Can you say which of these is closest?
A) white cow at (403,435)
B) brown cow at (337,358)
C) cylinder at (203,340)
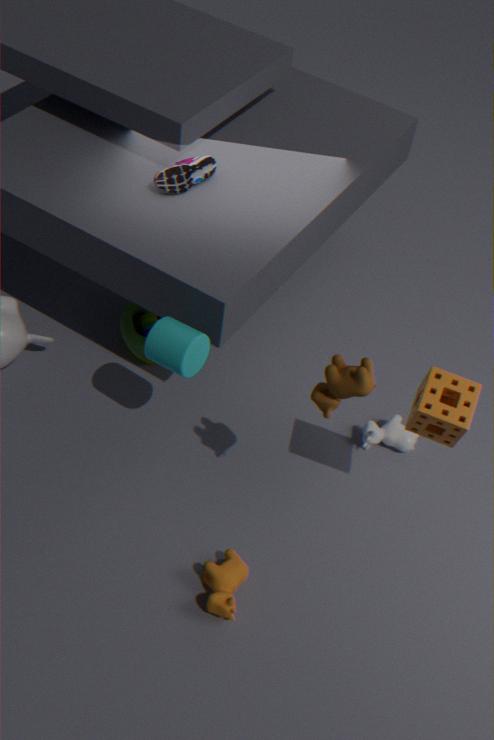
brown cow at (337,358)
